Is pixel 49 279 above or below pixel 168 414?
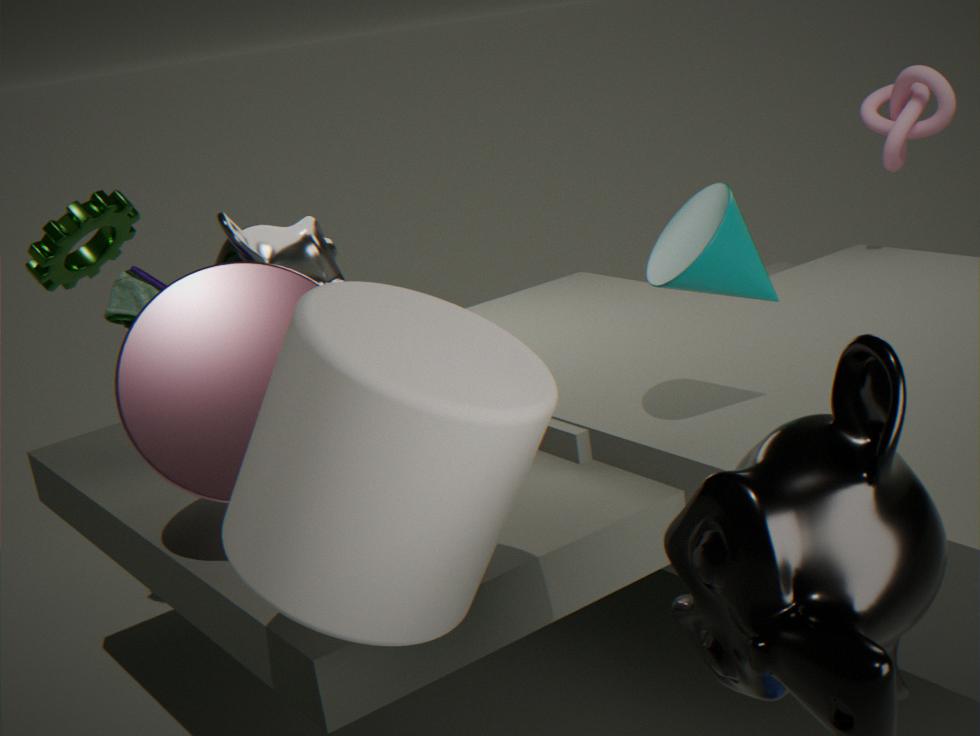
above
